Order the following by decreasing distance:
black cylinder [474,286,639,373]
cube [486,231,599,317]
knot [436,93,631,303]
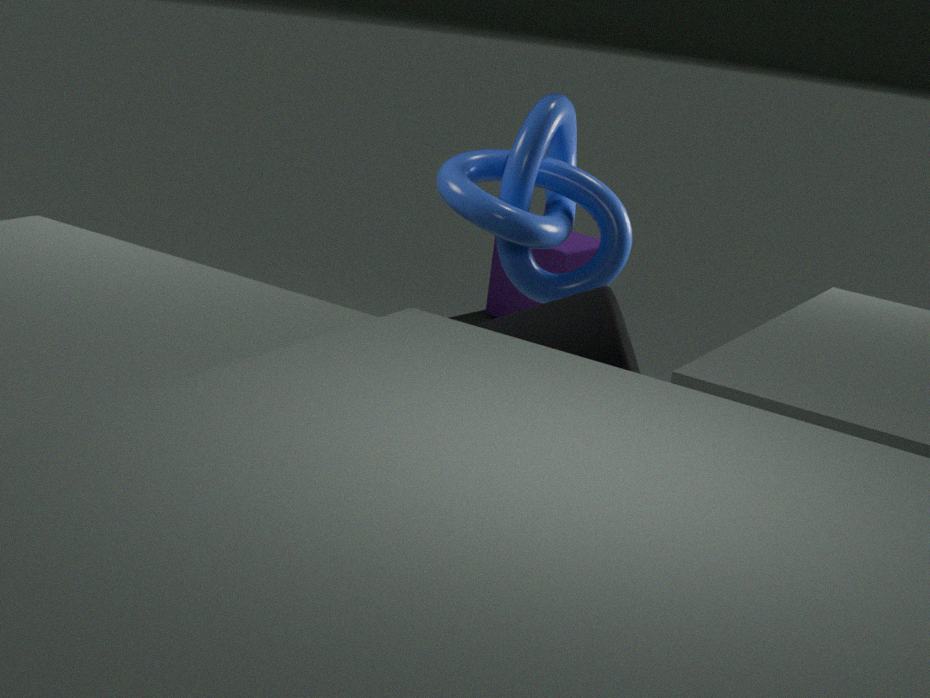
cube [486,231,599,317] < knot [436,93,631,303] < black cylinder [474,286,639,373]
